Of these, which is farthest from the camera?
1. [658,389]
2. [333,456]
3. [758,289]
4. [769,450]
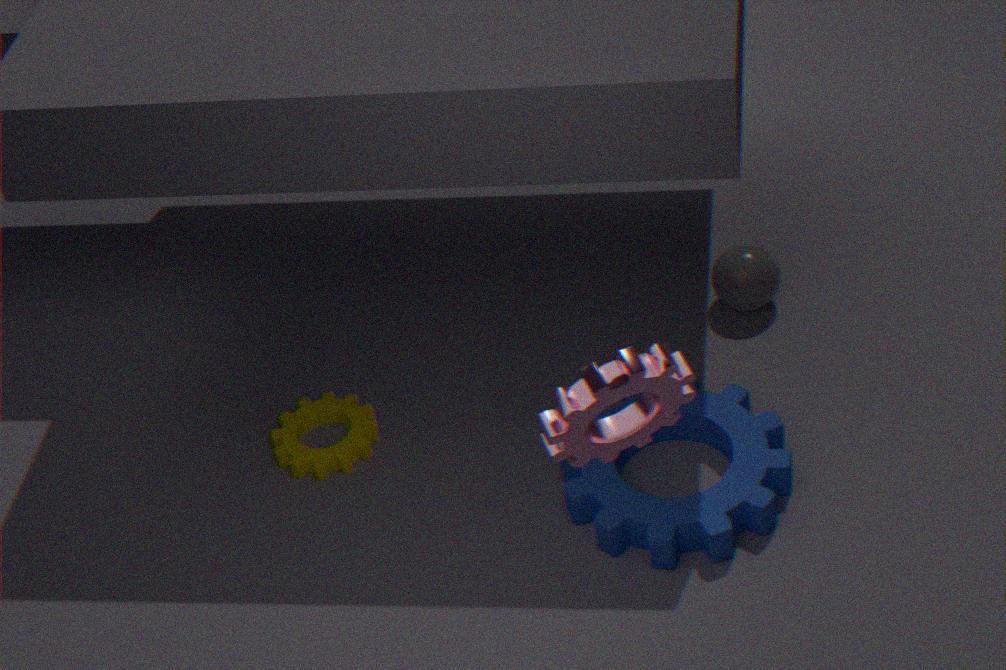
[758,289]
